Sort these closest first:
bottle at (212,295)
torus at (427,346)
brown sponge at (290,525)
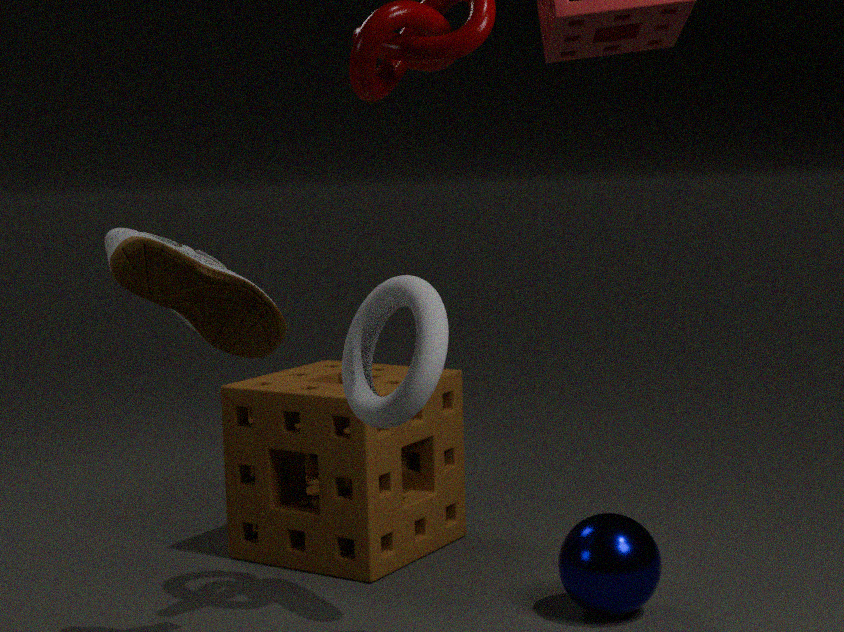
bottle at (212,295), torus at (427,346), brown sponge at (290,525)
